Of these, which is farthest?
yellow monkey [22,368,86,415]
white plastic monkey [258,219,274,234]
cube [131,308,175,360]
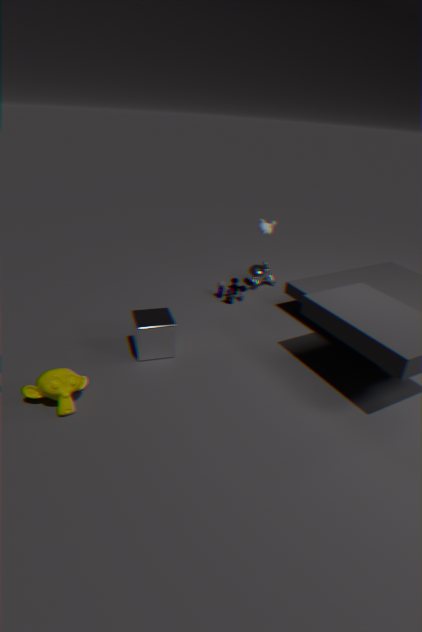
white plastic monkey [258,219,274,234]
